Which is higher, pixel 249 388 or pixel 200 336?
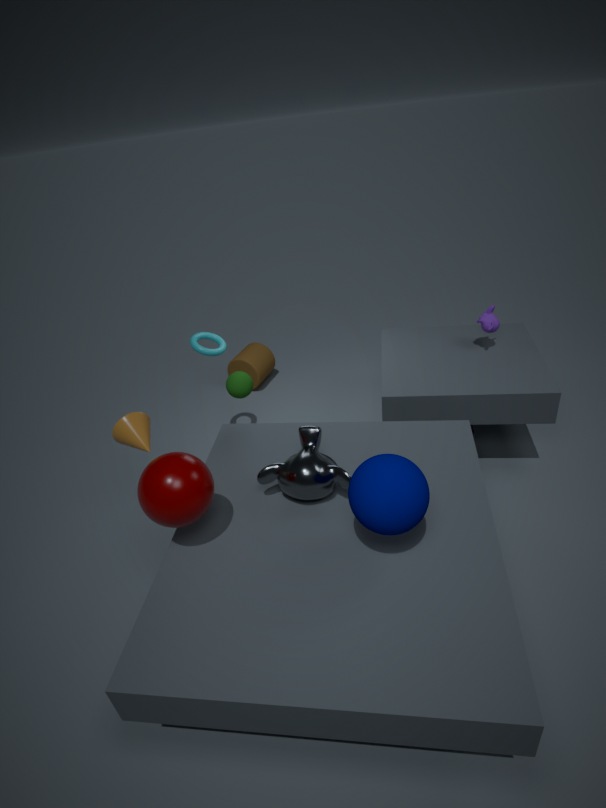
pixel 200 336
